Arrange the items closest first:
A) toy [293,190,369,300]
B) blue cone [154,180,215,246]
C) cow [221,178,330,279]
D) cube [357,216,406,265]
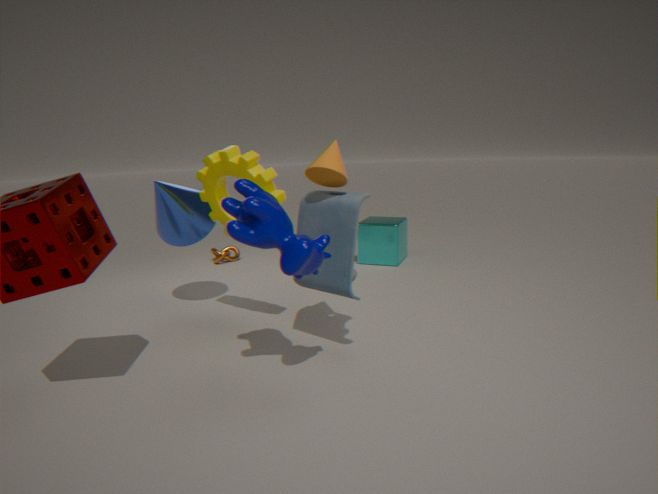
cow [221,178,330,279]
toy [293,190,369,300]
blue cone [154,180,215,246]
cube [357,216,406,265]
